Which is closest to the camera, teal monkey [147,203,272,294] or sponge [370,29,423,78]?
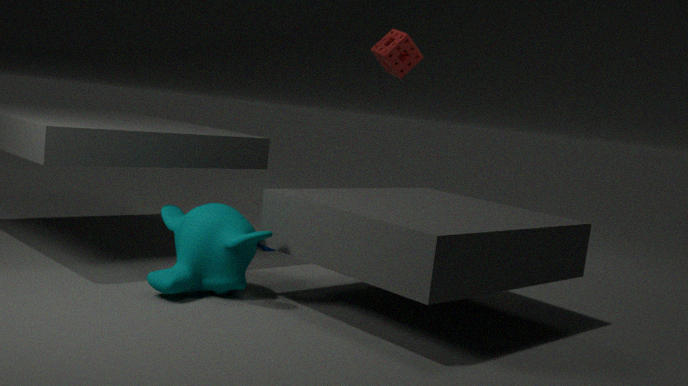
teal monkey [147,203,272,294]
